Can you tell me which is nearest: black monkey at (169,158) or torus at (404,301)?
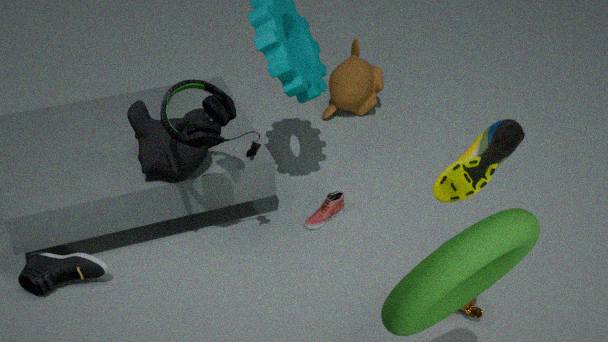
torus at (404,301)
